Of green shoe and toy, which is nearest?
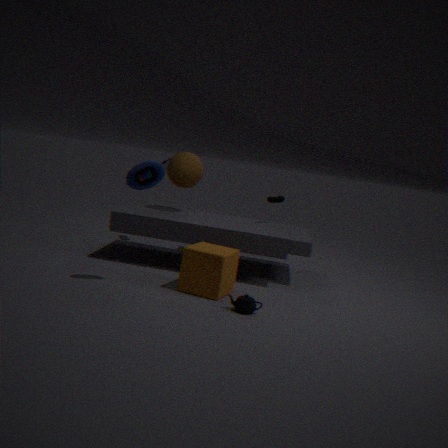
toy
